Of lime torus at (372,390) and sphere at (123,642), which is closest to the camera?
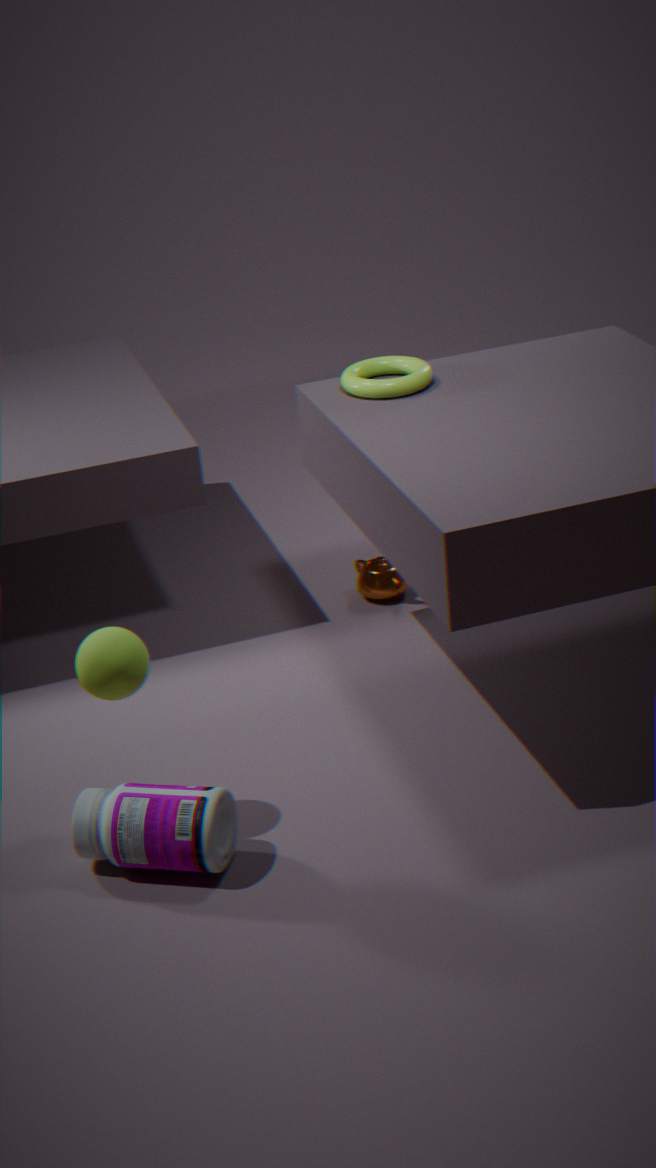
sphere at (123,642)
